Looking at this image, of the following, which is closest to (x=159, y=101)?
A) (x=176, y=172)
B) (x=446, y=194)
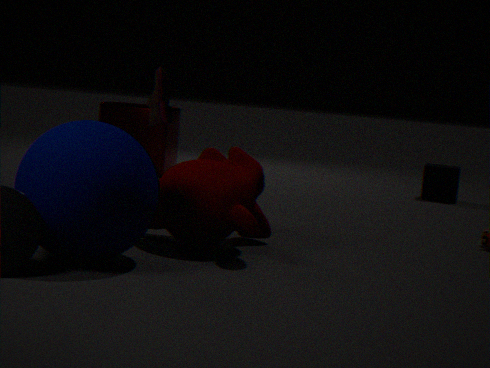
(x=176, y=172)
